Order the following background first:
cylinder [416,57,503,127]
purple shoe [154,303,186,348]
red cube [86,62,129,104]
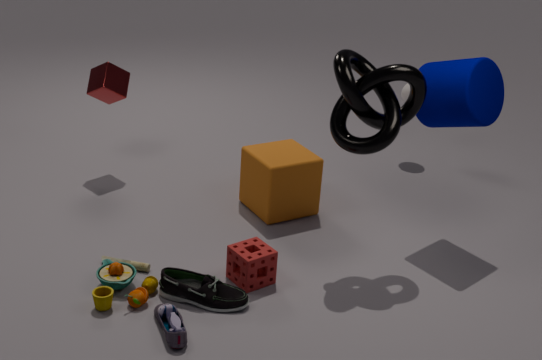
red cube [86,62,129,104]
cylinder [416,57,503,127]
purple shoe [154,303,186,348]
